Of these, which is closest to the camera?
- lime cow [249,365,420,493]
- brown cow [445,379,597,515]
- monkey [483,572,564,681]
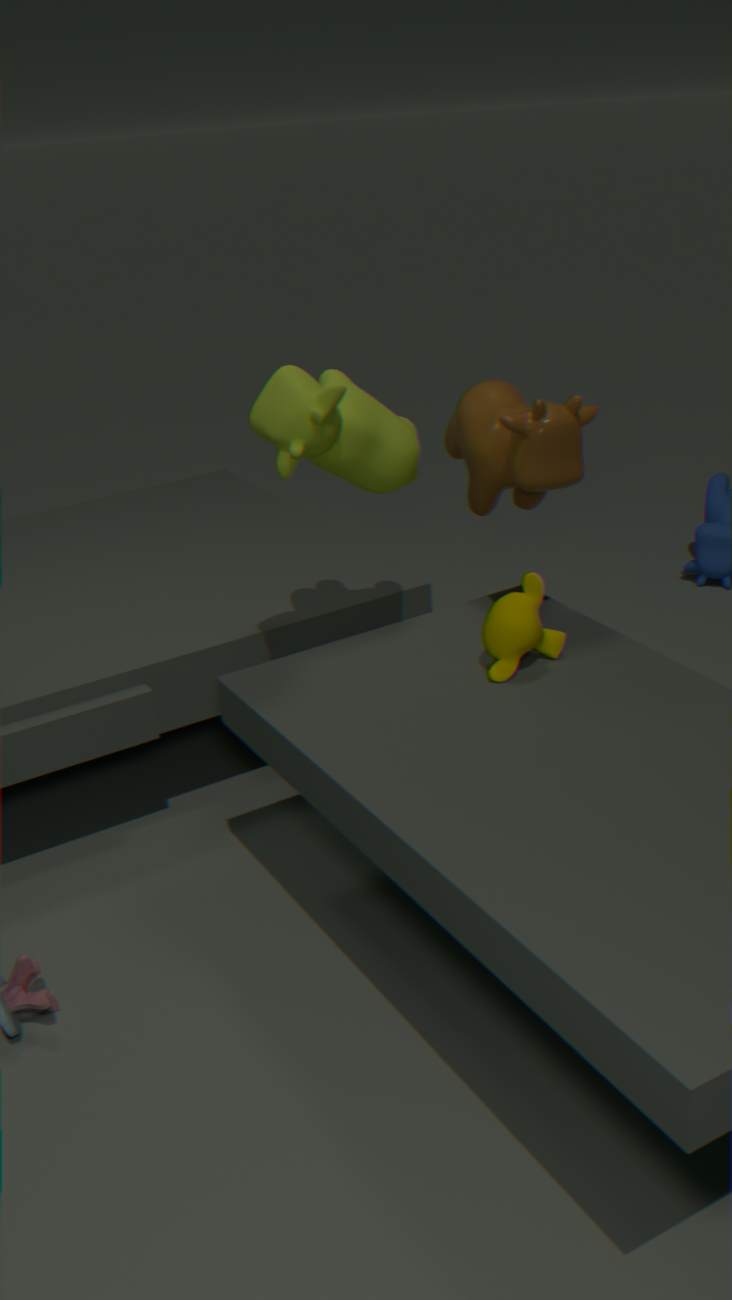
lime cow [249,365,420,493]
